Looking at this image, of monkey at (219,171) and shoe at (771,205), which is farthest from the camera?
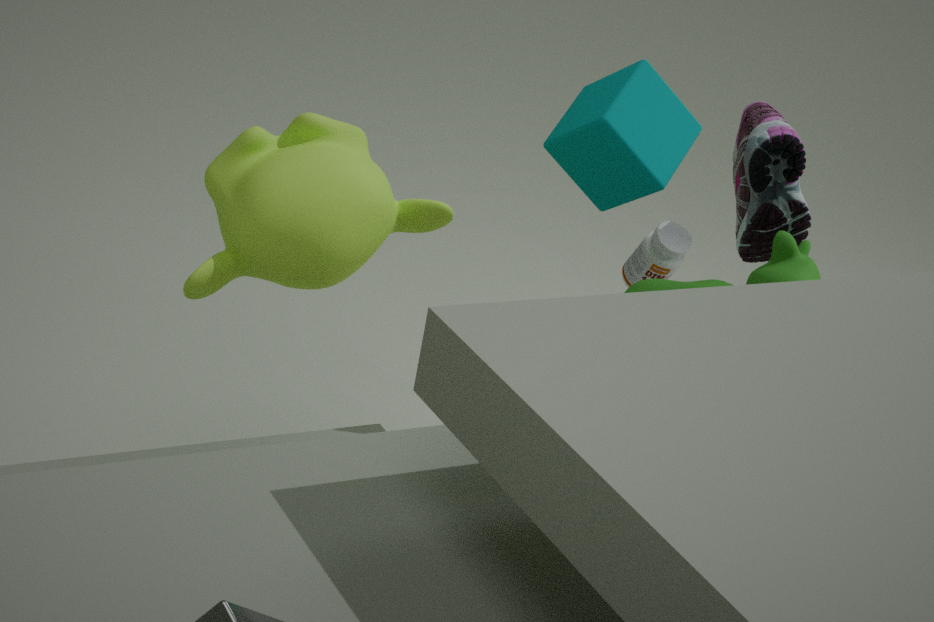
shoe at (771,205)
